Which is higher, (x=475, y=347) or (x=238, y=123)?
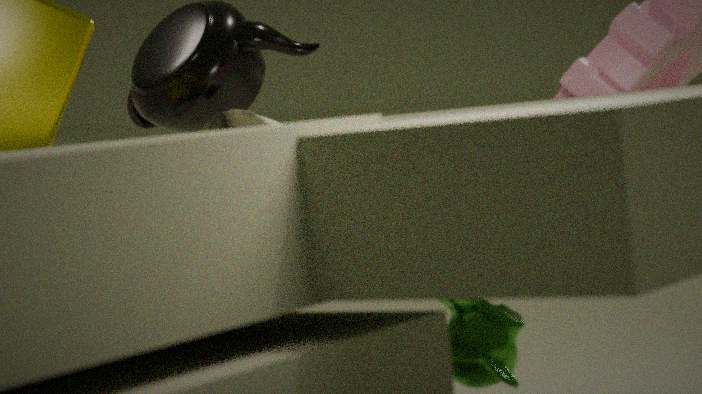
(x=238, y=123)
